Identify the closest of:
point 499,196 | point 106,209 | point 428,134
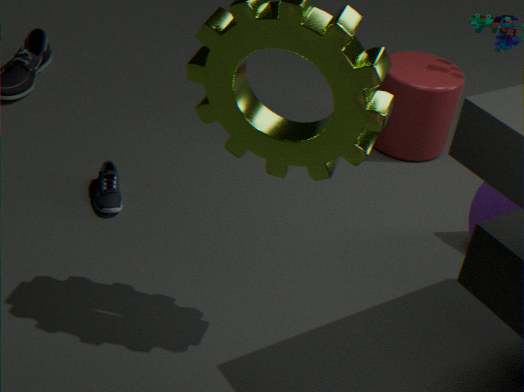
point 106,209
